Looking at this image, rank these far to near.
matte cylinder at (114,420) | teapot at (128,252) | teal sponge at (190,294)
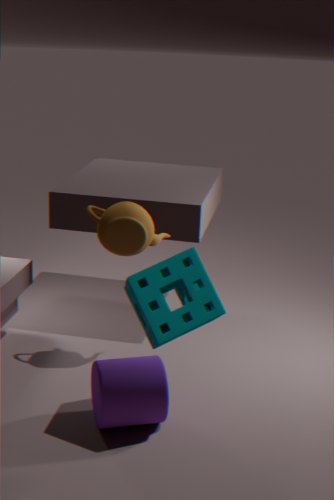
teapot at (128,252)
matte cylinder at (114,420)
teal sponge at (190,294)
